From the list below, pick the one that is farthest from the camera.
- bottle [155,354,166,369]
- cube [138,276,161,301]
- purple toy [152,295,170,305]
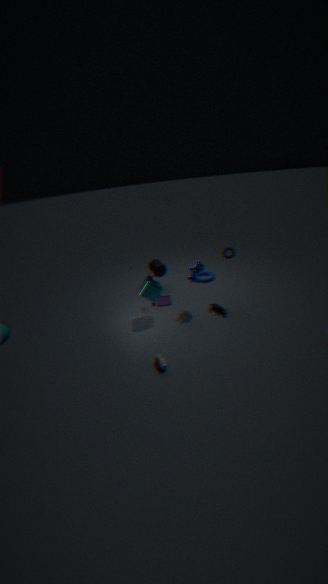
purple toy [152,295,170,305]
